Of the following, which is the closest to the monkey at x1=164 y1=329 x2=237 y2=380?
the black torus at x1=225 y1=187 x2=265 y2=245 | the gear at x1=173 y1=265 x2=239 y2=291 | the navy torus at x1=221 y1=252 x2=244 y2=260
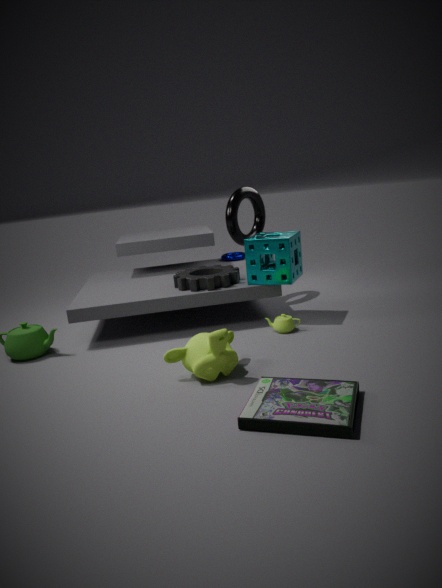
the gear at x1=173 y1=265 x2=239 y2=291
